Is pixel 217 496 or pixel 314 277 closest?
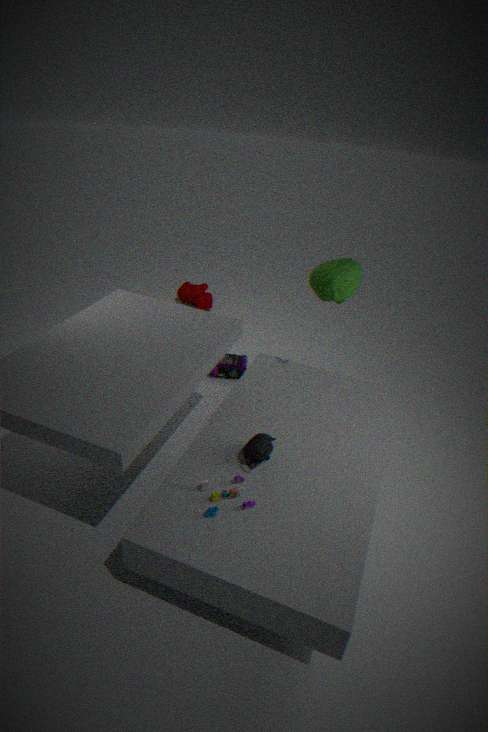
pixel 217 496
